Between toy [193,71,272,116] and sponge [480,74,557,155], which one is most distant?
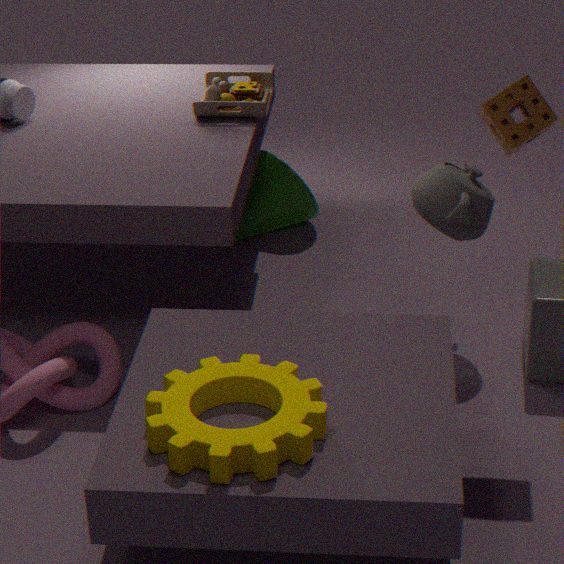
toy [193,71,272,116]
